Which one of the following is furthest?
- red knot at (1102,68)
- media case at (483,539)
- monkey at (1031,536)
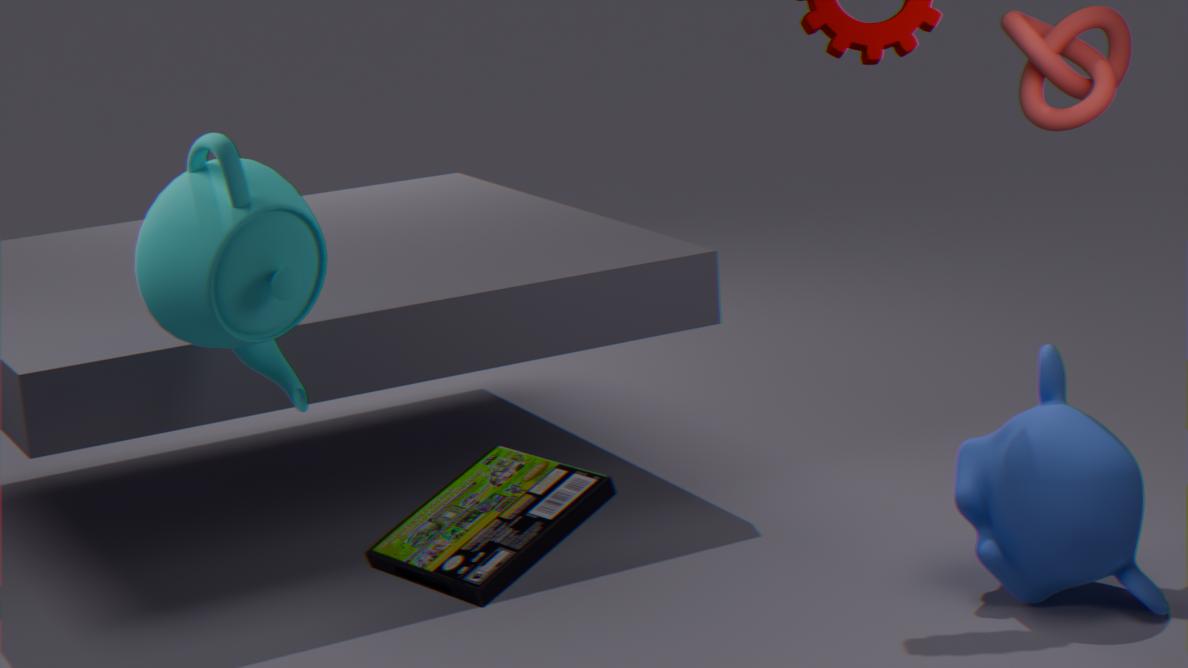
→ red knot at (1102,68)
